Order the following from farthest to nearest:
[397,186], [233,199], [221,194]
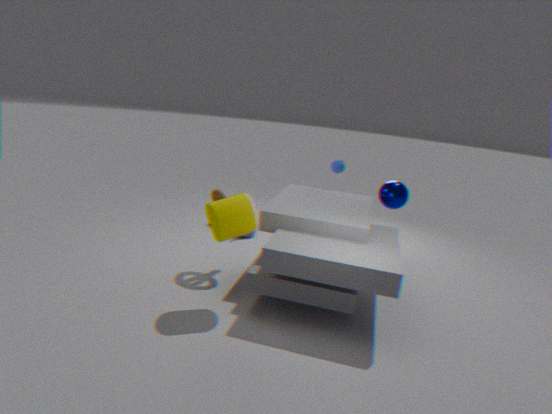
[397,186] → [221,194] → [233,199]
